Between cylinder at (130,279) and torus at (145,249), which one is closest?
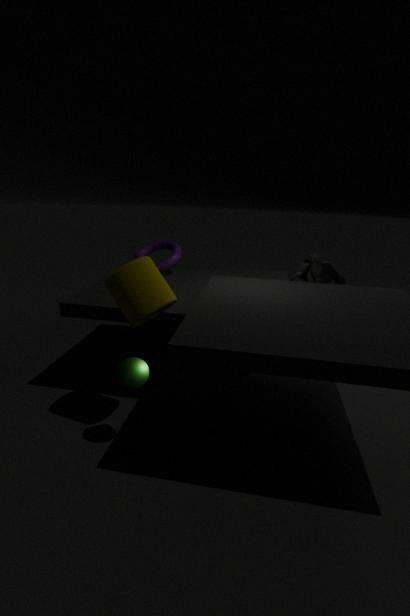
cylinder at (130,279)
